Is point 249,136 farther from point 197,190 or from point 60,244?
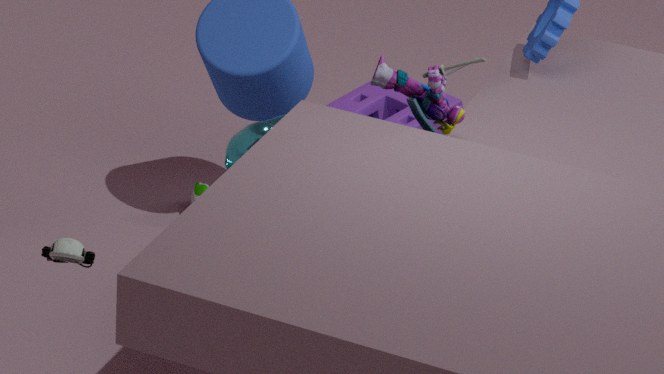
point 60,244
